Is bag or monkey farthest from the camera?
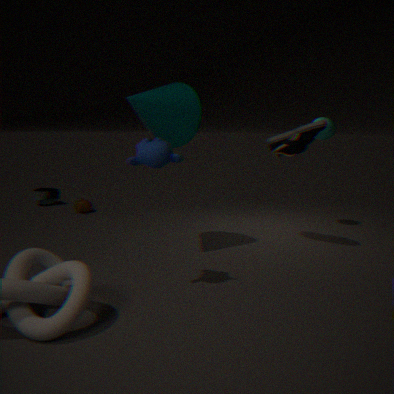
bag
